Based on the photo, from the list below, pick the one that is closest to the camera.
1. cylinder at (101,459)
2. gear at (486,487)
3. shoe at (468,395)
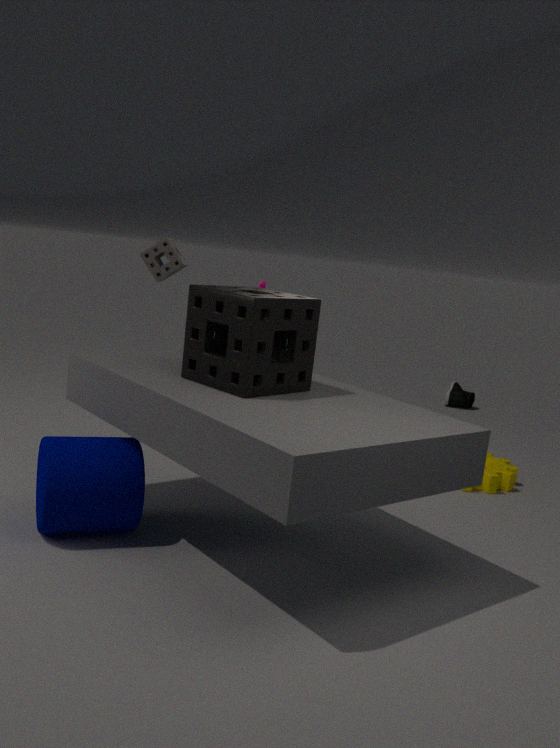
cylinder at (101,459)
